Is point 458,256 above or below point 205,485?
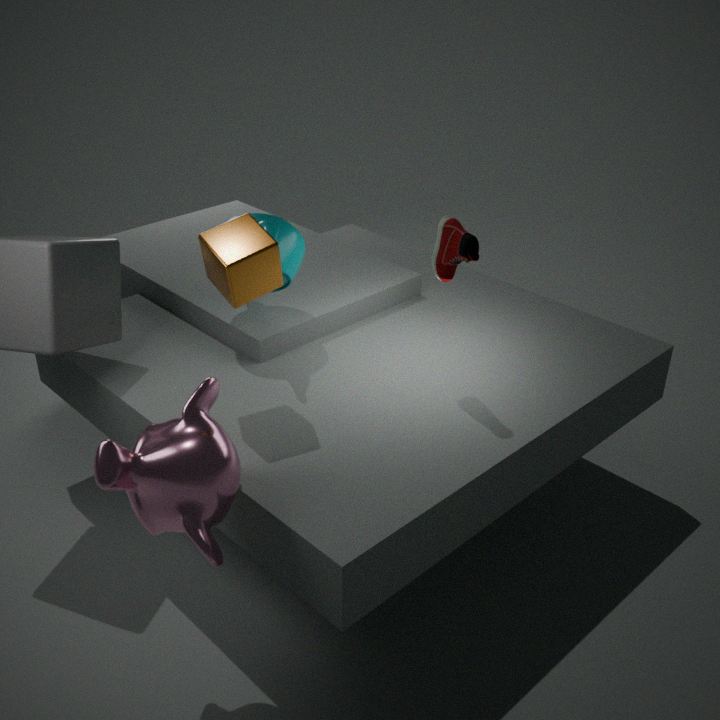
above
